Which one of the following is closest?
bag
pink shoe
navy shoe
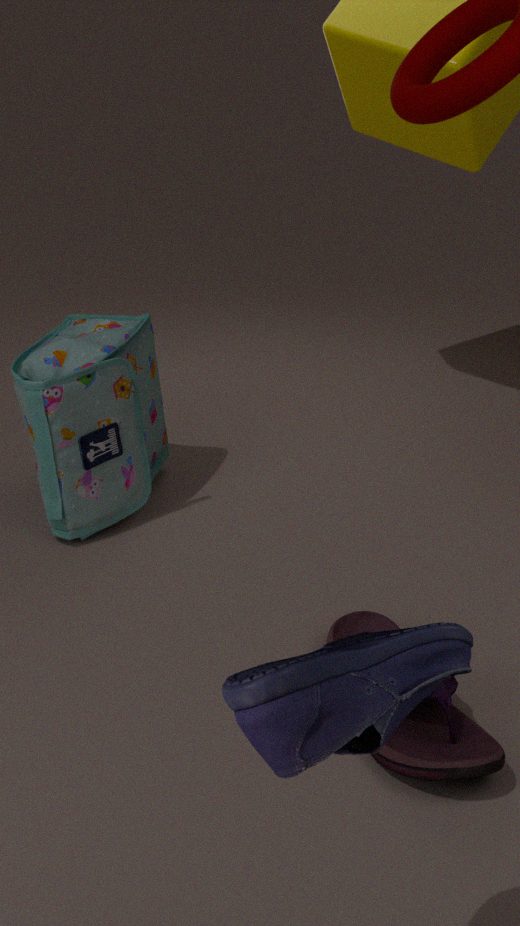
navy shoe
